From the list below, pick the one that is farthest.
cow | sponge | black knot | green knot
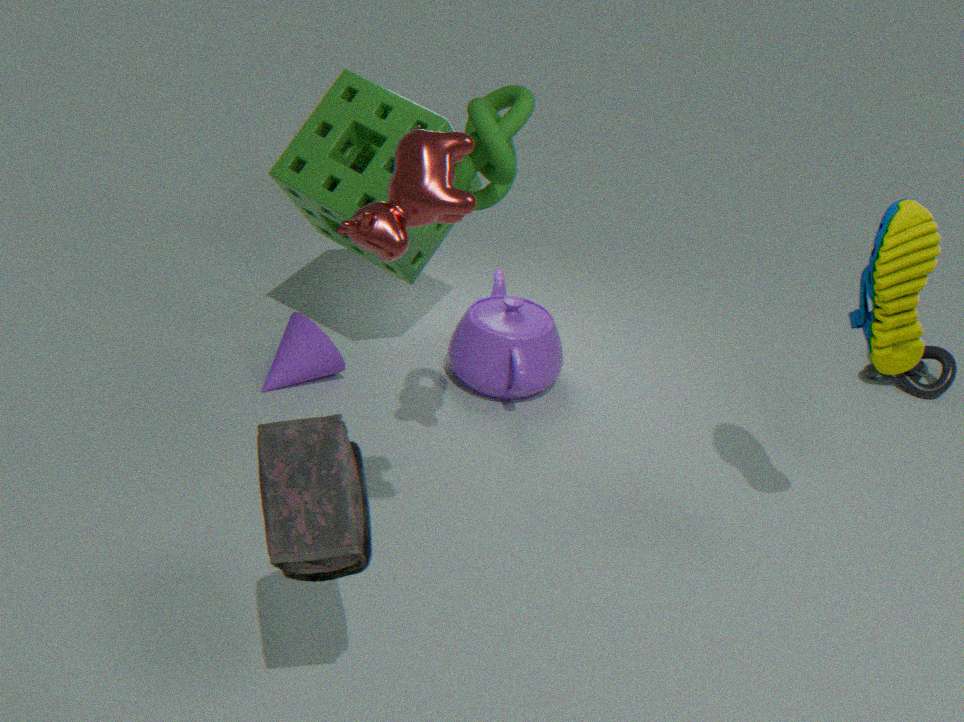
black knot
